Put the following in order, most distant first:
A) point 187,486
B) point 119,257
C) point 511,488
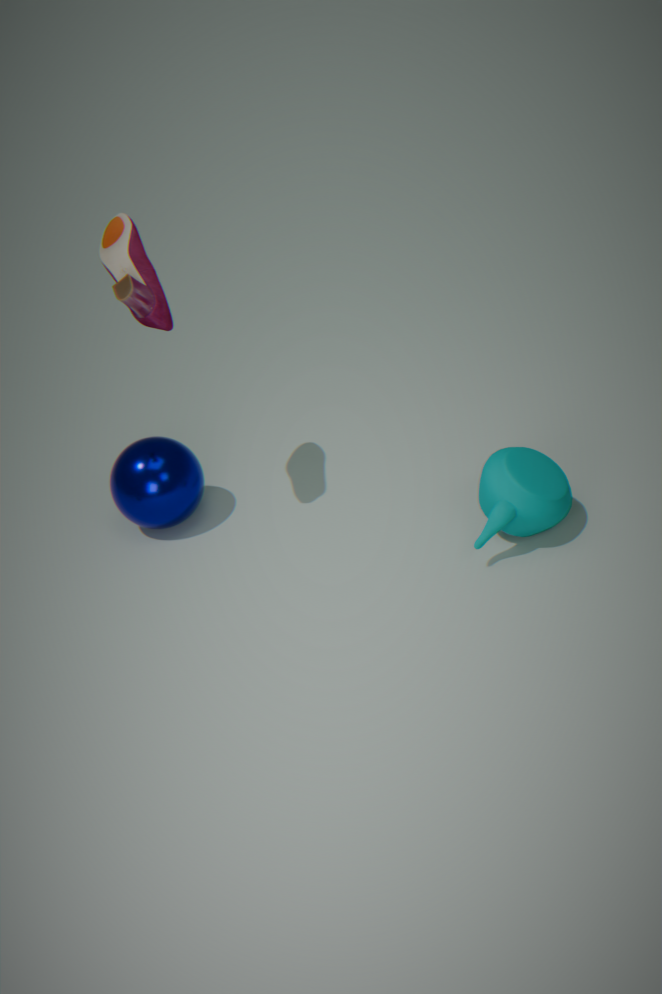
A. point 187,486, B. point 119,257, C. point 511,488
